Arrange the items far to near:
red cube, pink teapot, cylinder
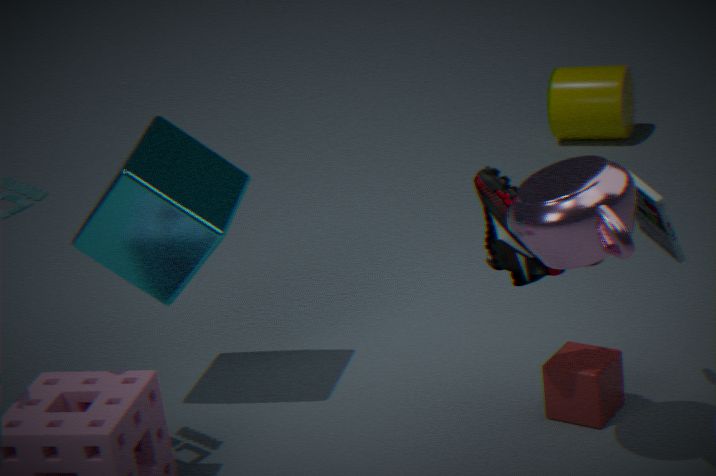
cylinder, red cube, pink teapot
